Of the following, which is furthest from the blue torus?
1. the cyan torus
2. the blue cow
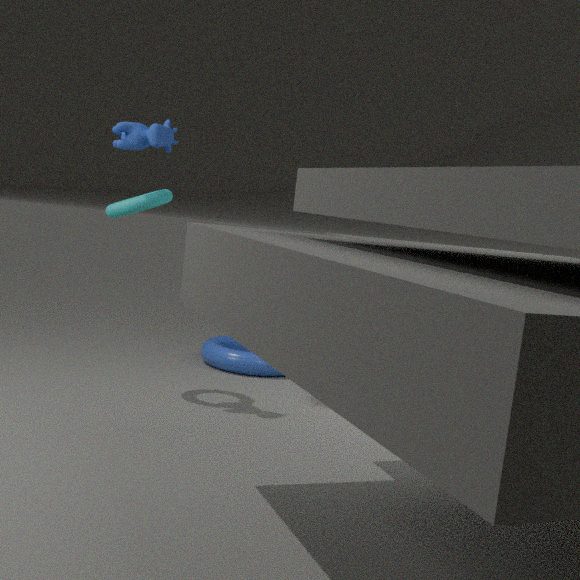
the blue cow
